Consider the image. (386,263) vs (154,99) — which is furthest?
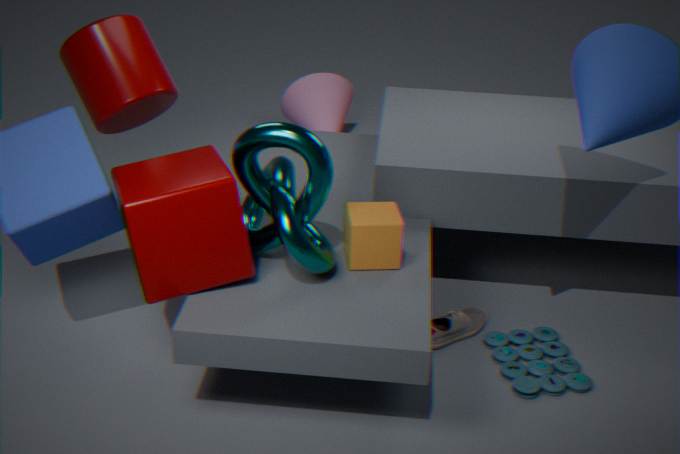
(154,99)
